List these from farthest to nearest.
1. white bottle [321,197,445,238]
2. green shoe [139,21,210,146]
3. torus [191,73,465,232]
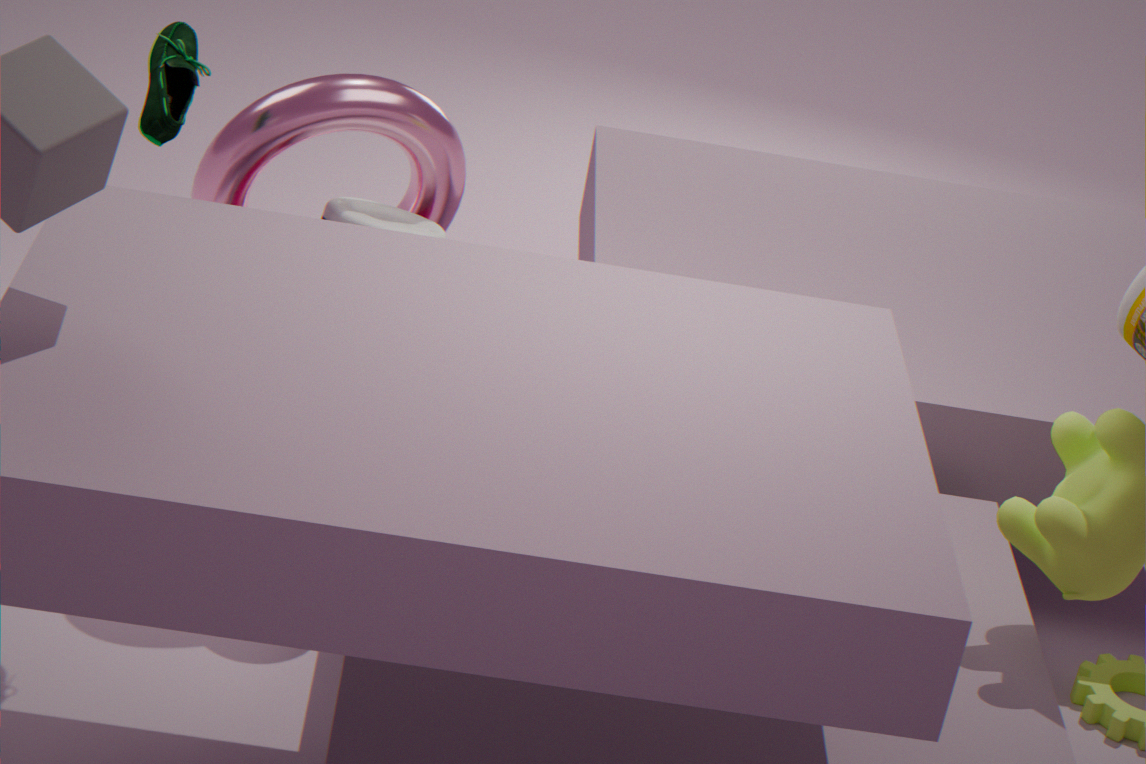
white bottle [321,197,445,238], torus [191,73,465,232], green shoe [139,21,210,146]
